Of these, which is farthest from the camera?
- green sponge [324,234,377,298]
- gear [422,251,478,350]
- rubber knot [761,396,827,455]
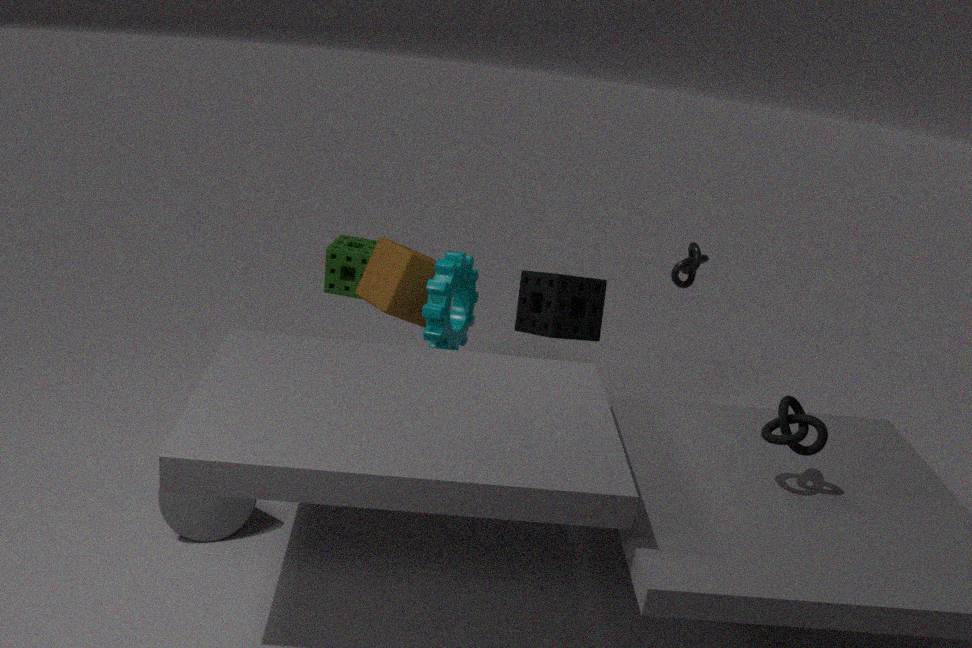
green sponge [324,234,377,298]
